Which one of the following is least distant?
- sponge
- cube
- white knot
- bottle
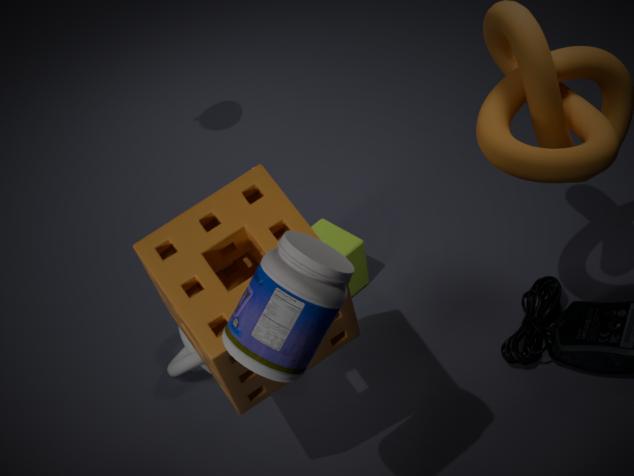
bottle
